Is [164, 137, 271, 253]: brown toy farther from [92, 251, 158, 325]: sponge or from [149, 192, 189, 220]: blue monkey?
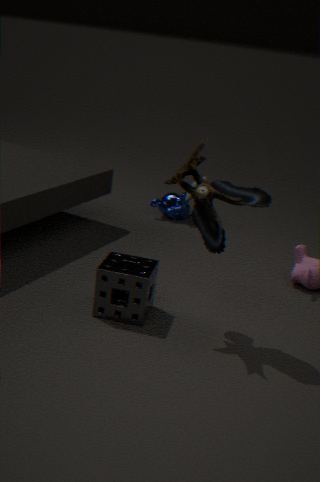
[149, 192, 189, 220]: blue monkey
